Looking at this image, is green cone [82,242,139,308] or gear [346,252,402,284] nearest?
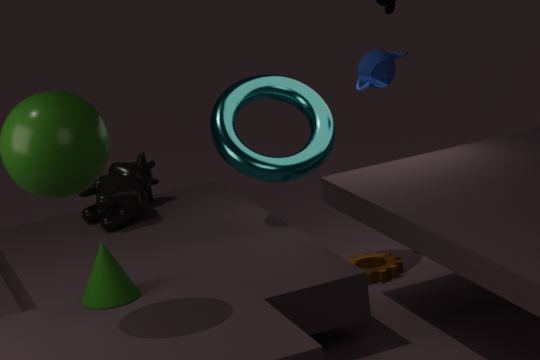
green cone [82,242,139,308]
